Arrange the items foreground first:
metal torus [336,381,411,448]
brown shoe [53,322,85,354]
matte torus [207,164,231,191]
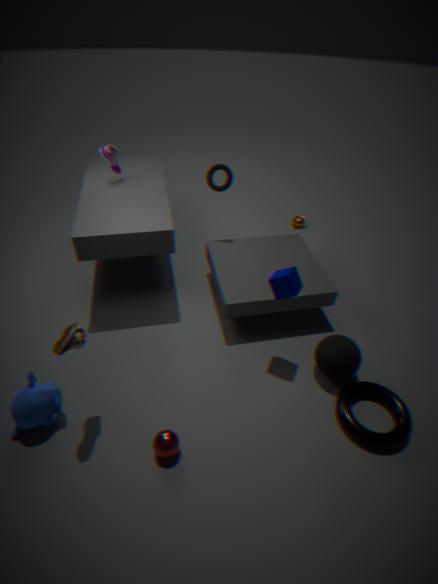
brown shoe [53,322,85,354] → metal torus [336,381,411,448] → matte torus [207,164,231,191]
